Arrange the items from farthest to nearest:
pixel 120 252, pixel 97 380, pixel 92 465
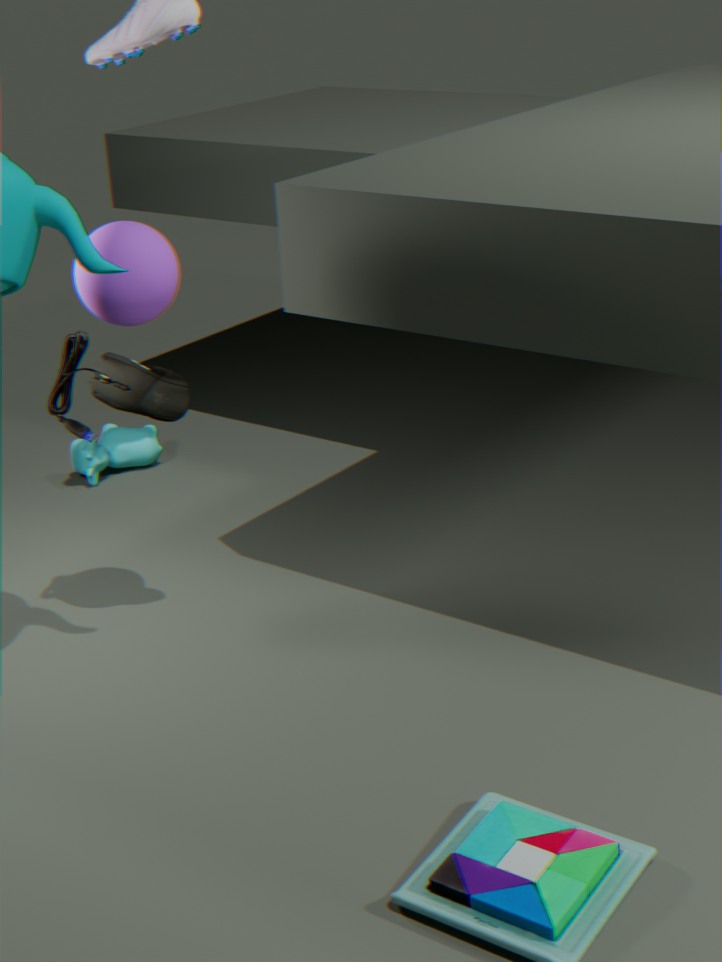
1. pixel 92 465
2. pixel 97 380
3. pixel 120 252
